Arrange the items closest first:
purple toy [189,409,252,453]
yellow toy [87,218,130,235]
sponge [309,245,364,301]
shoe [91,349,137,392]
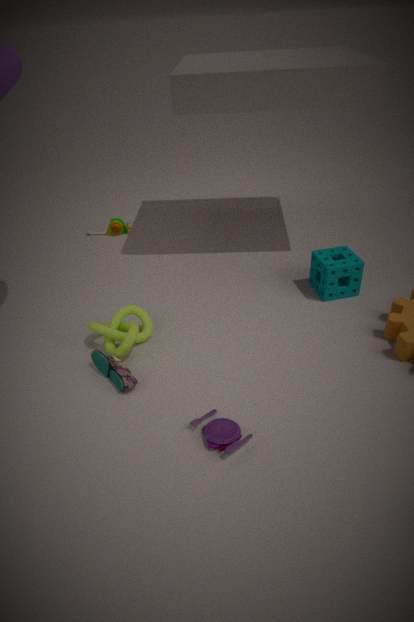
purple toy [189,409,252,453] → shoe [91,349,137,392] → sponge [309,245,364,301] → yellow toy [87,218,130,235]
